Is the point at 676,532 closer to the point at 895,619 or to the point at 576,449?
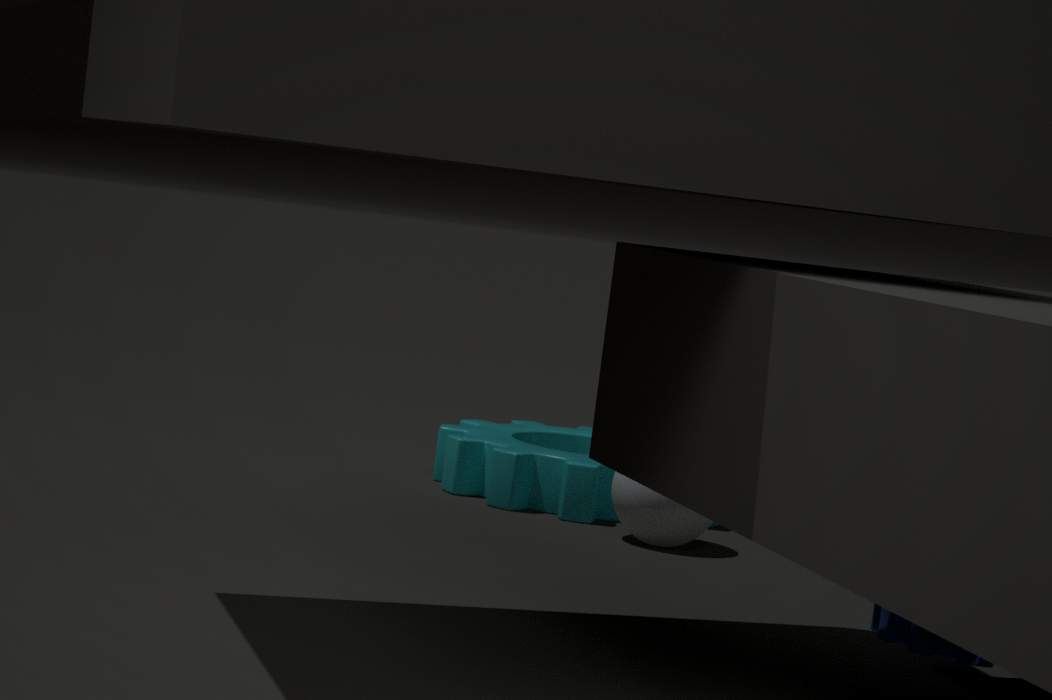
the point at 576,449
